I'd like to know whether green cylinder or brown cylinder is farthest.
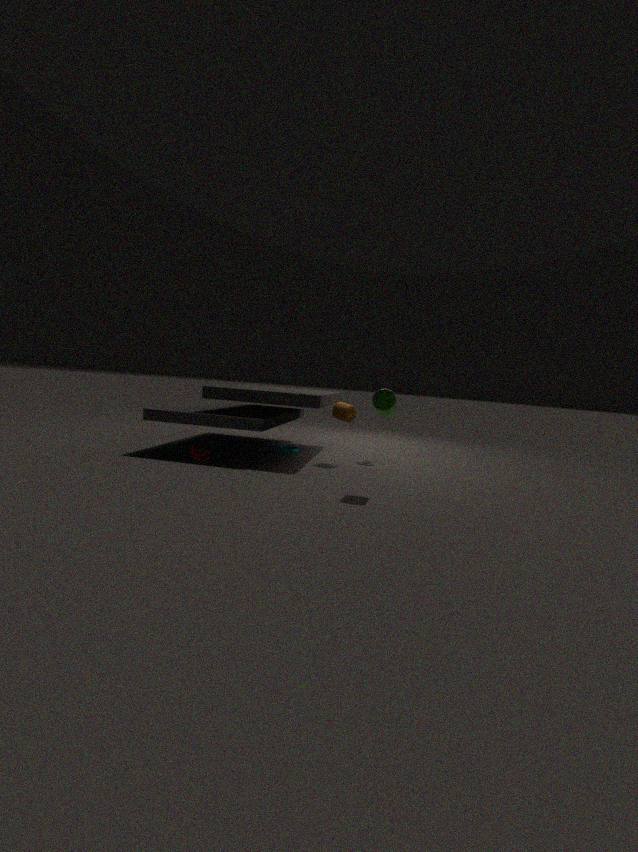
brown cylinder
